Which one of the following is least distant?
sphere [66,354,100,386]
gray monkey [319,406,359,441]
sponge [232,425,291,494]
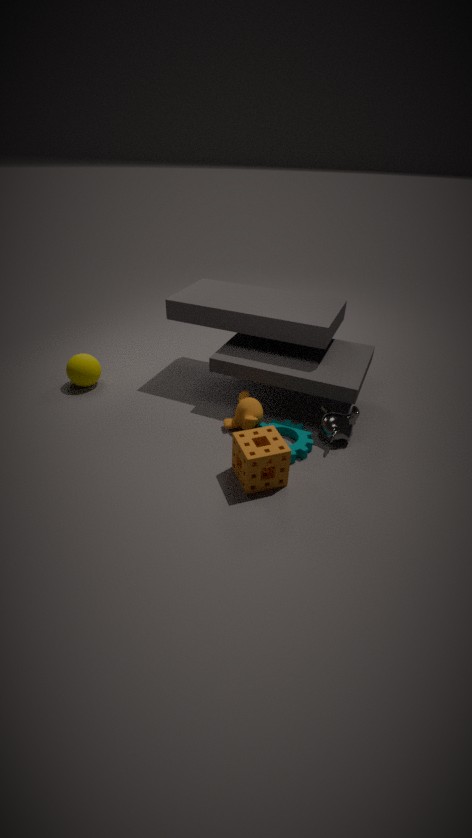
sponge [232,425,291,494]
